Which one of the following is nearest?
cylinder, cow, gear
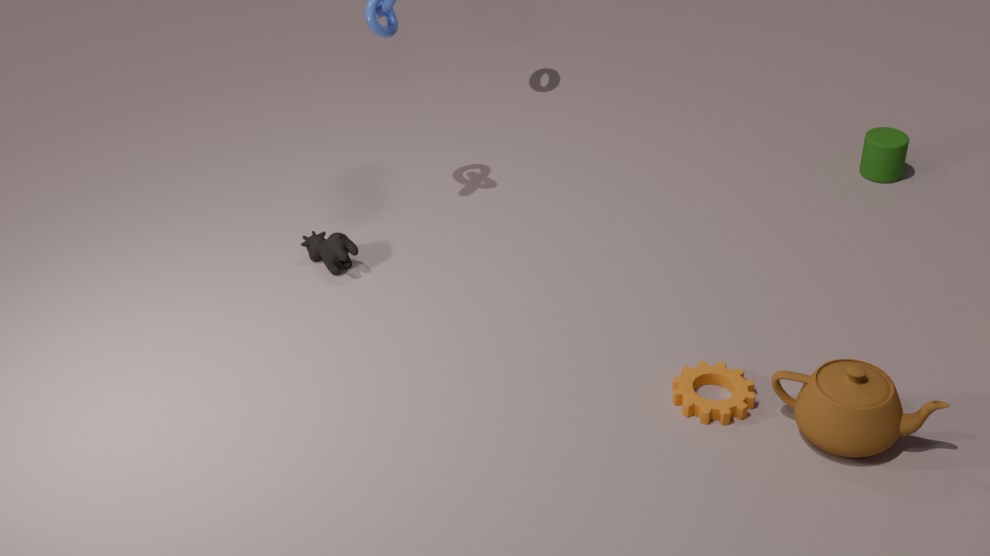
gear
